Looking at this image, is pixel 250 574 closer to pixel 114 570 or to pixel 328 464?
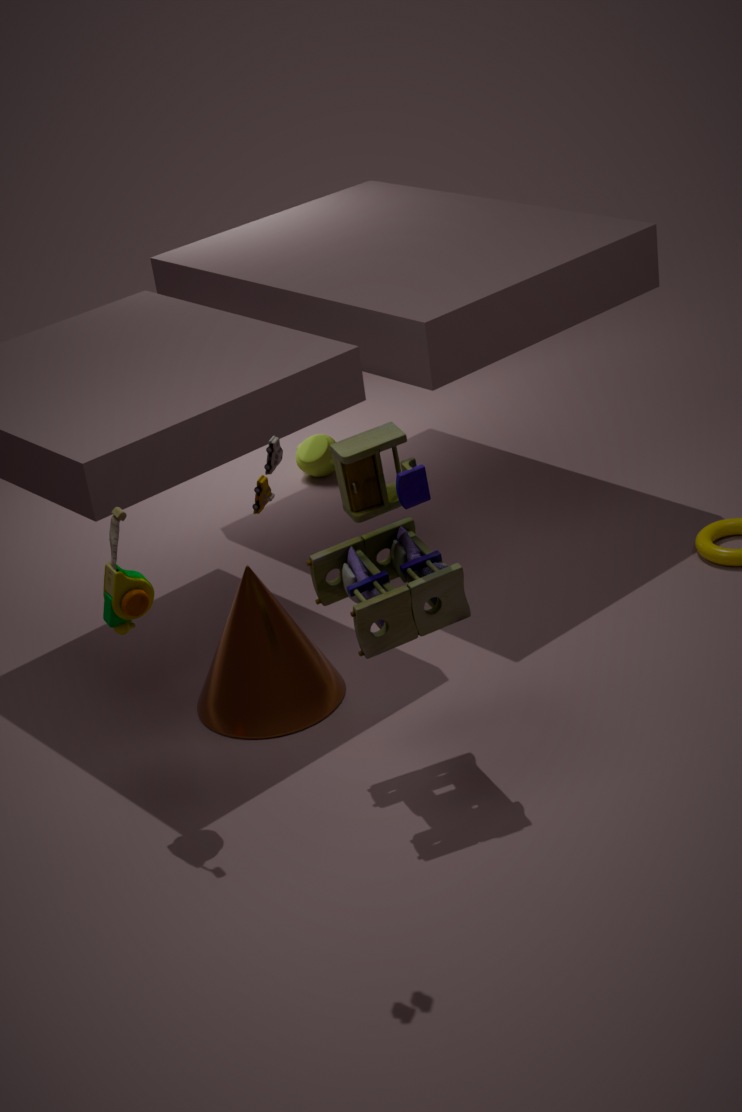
pixel 114 570
